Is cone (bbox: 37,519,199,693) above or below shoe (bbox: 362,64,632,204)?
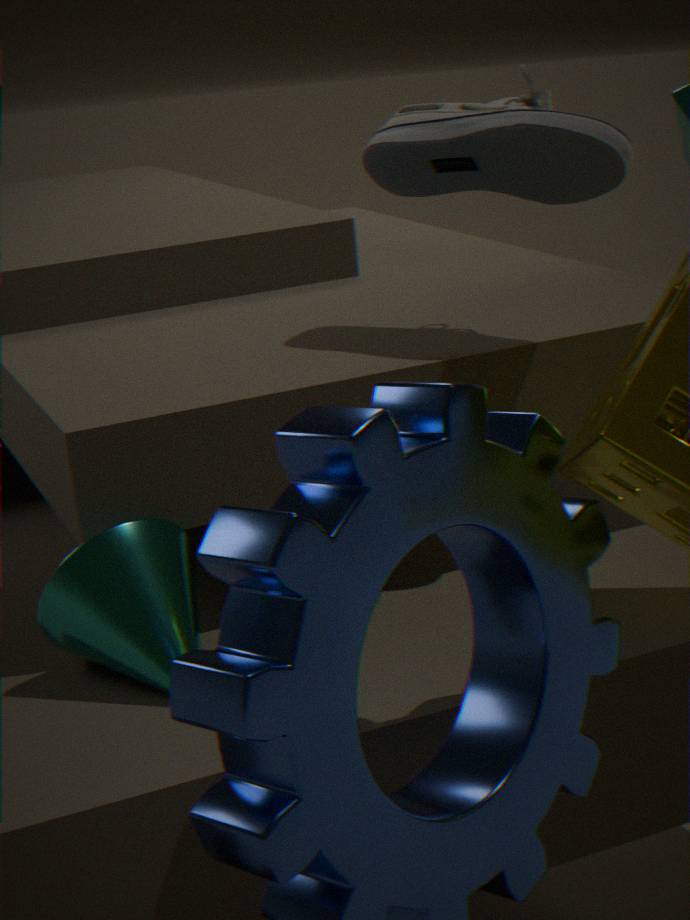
below
